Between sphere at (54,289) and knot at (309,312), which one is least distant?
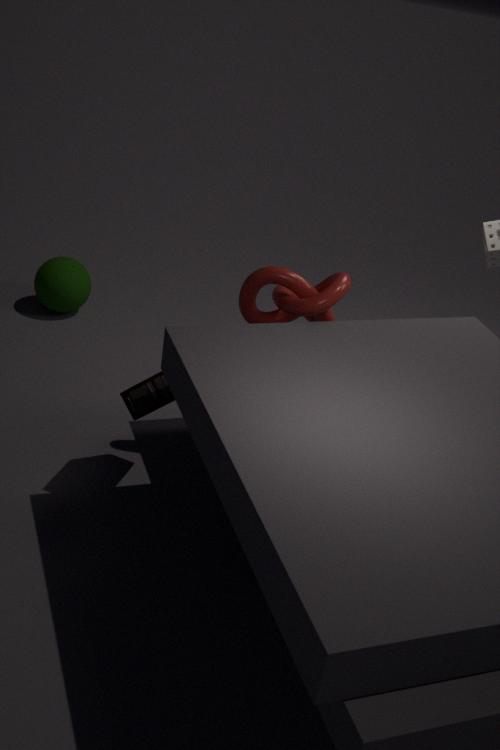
knot at (309,312)
